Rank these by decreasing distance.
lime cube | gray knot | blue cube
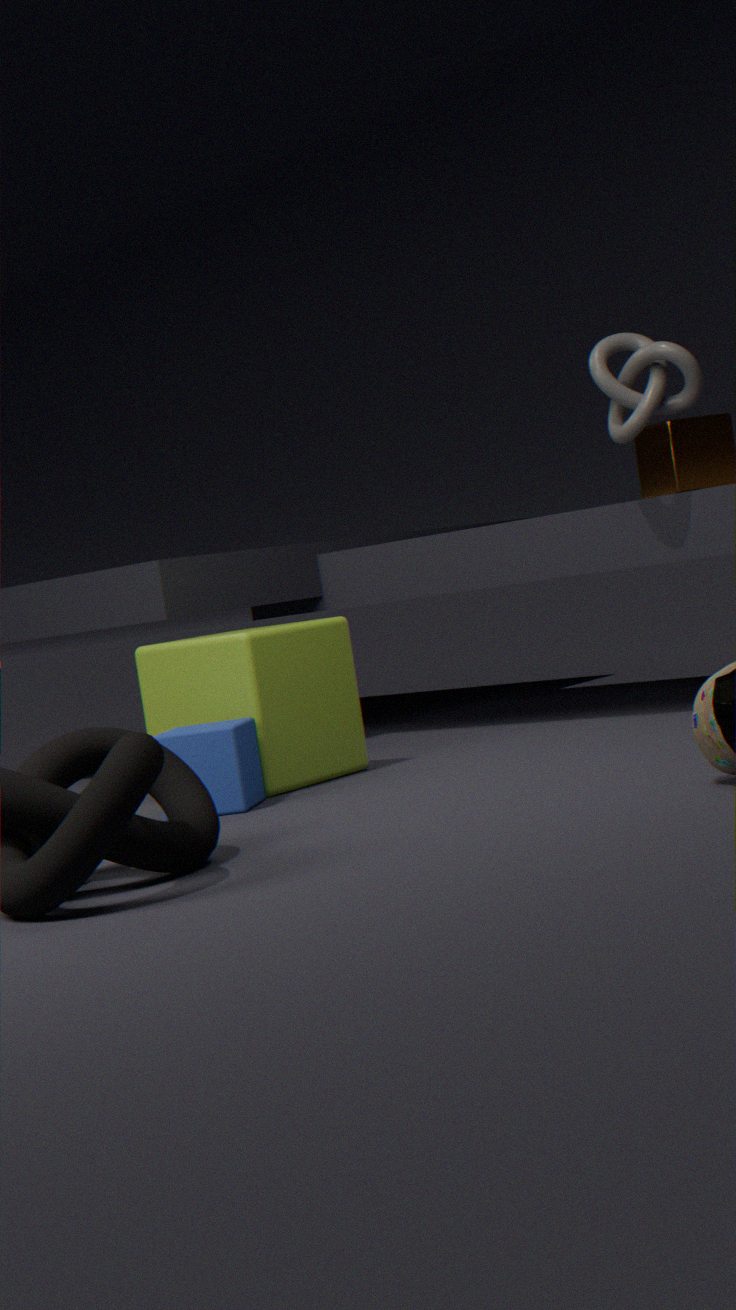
gray knot < lime cube < blue cube
